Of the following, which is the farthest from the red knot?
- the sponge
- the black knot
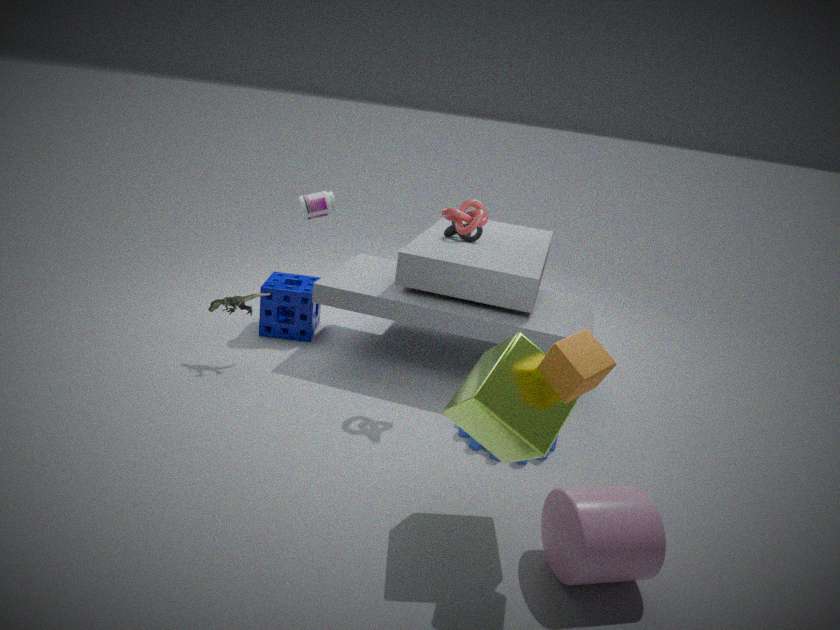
the sponge
